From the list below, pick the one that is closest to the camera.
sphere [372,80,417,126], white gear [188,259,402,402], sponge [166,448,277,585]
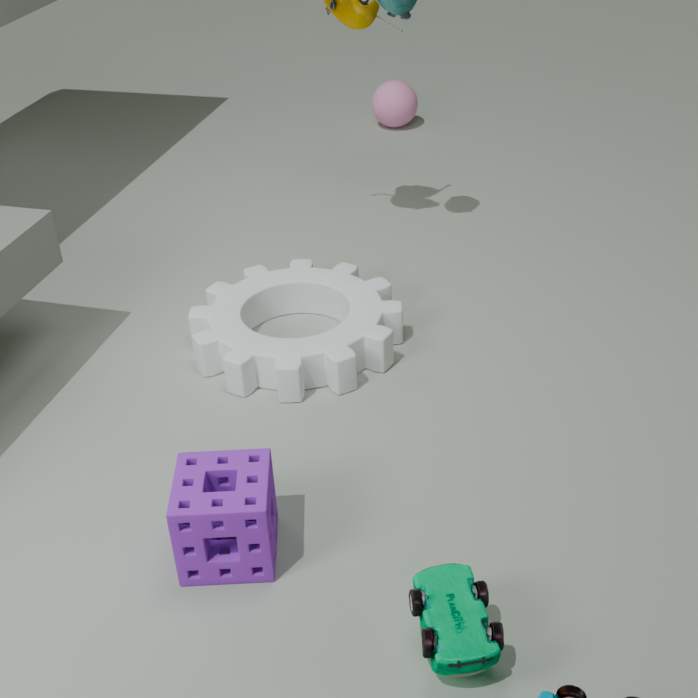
sponge [166,448,277,585]
